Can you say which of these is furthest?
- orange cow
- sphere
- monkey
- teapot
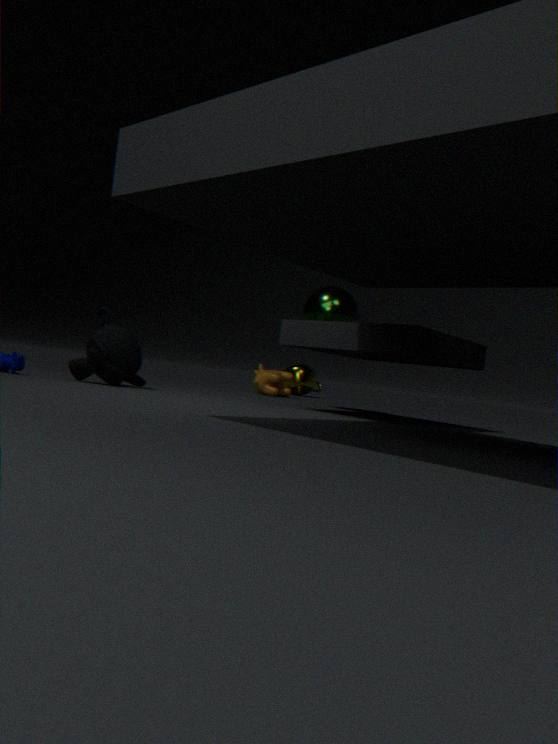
teapot
